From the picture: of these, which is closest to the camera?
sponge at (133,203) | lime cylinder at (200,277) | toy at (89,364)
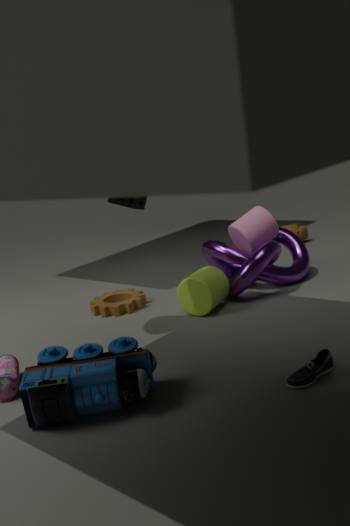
toy at (89,364)
